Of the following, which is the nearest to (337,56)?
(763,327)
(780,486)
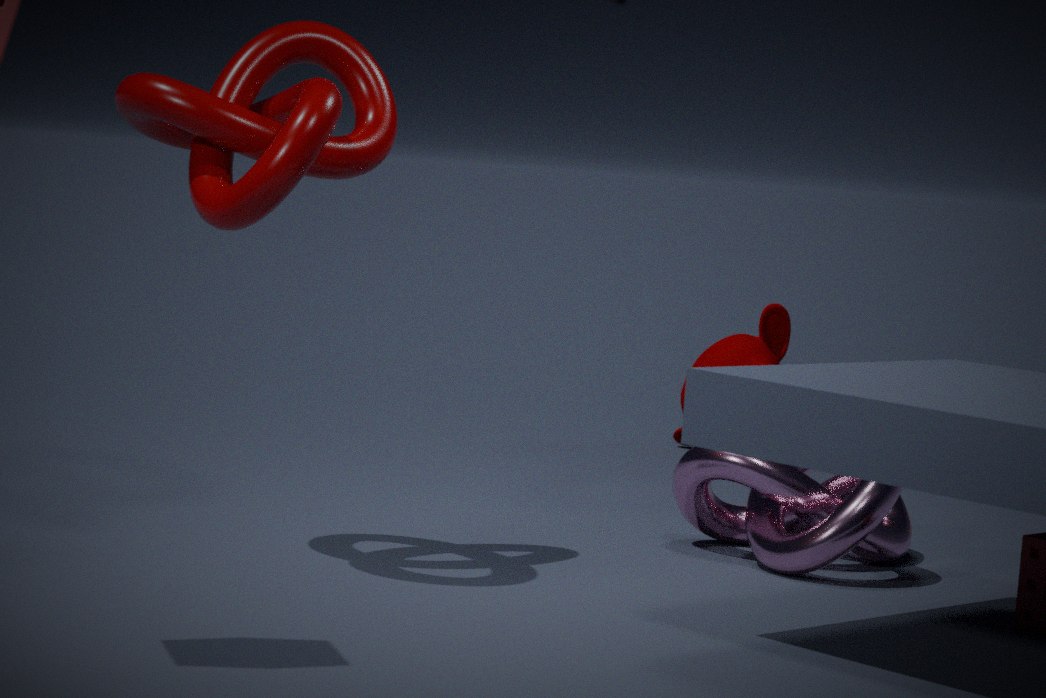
(780,486)
